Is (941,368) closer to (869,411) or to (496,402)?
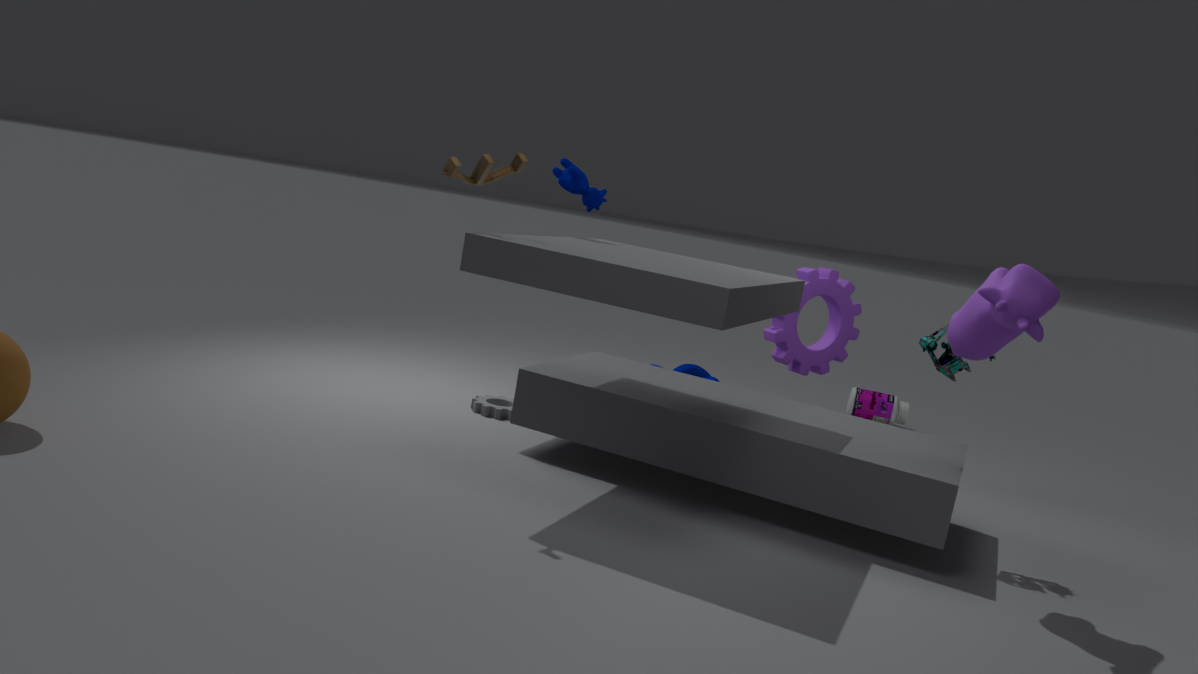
(496,402)
